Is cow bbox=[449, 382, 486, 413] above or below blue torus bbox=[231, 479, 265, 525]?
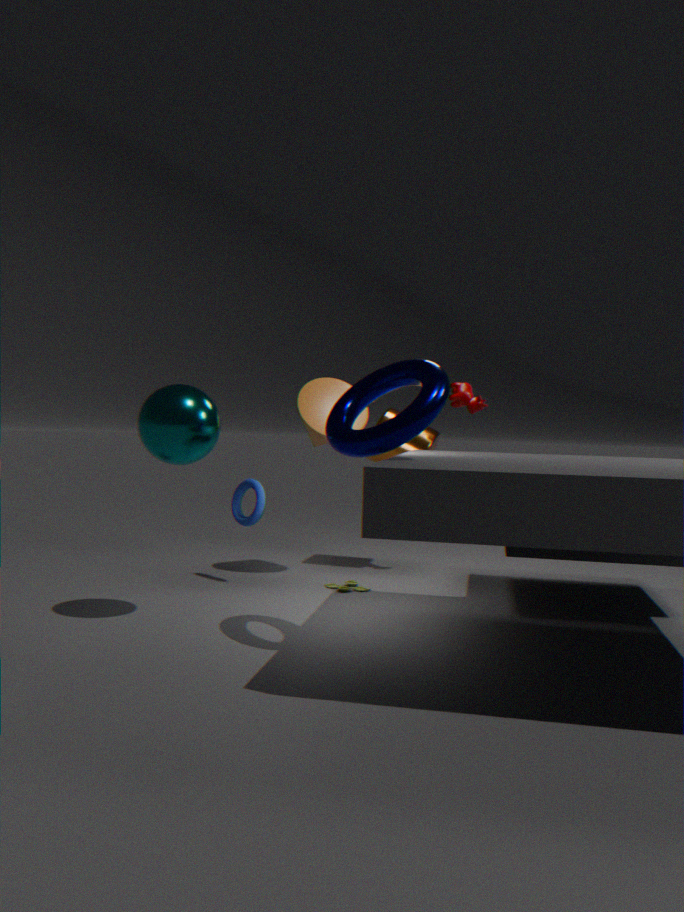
above
